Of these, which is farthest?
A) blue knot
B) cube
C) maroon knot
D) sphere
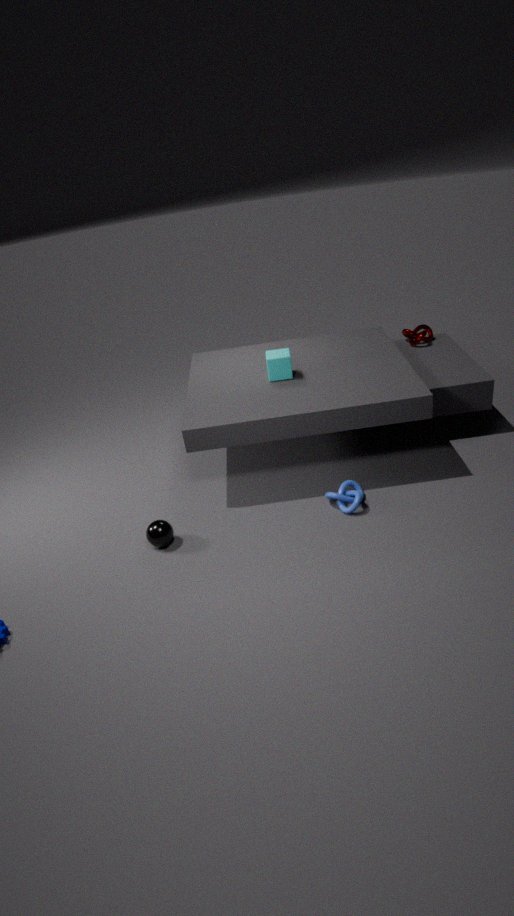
maroon knot
